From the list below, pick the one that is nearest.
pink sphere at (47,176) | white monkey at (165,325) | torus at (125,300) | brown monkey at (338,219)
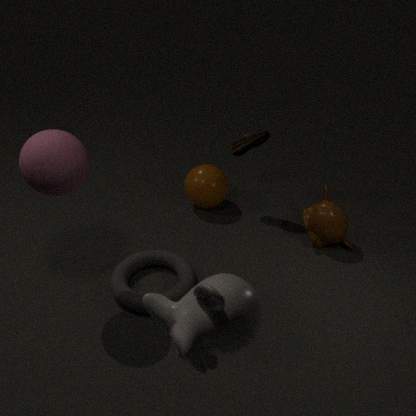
white monkey at (165,325)
